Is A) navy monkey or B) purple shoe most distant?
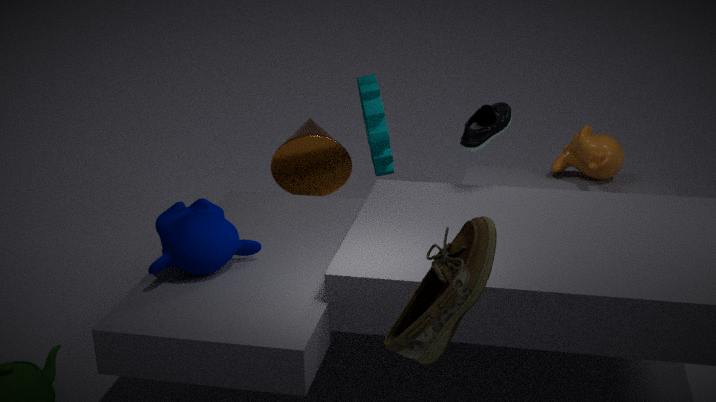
B. purple shoe
